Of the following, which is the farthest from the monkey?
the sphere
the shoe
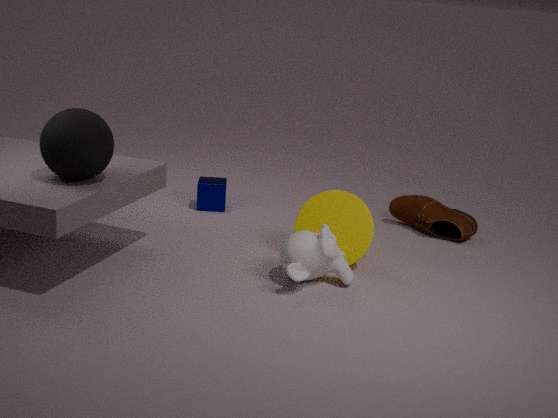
the sphere
